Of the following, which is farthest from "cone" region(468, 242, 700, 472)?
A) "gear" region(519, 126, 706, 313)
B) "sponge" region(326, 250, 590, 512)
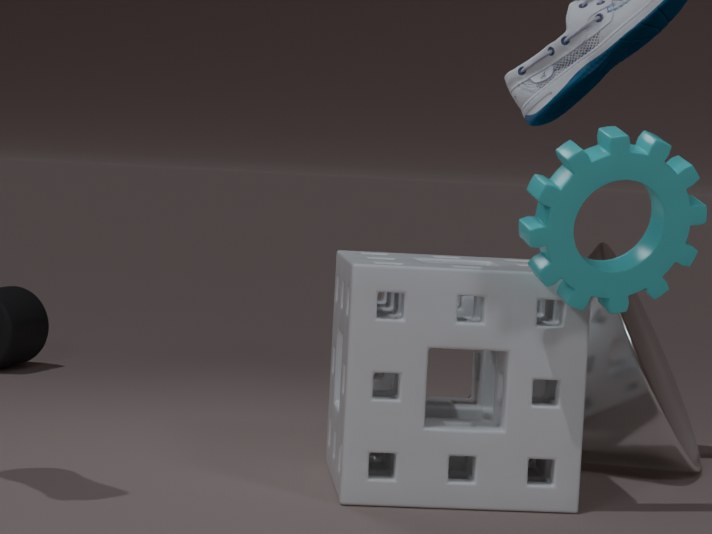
"gear" region(519, 126, 706, 313)
